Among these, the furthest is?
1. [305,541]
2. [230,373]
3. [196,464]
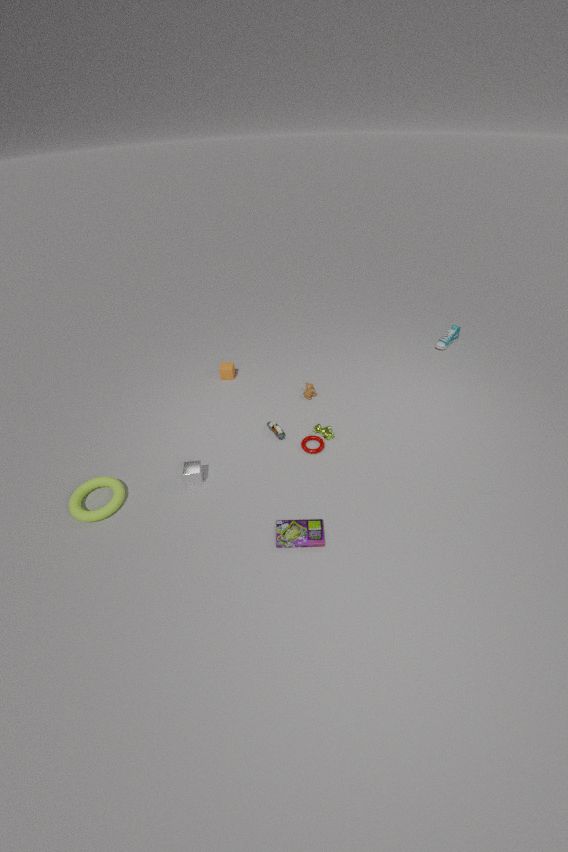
[230,373]
